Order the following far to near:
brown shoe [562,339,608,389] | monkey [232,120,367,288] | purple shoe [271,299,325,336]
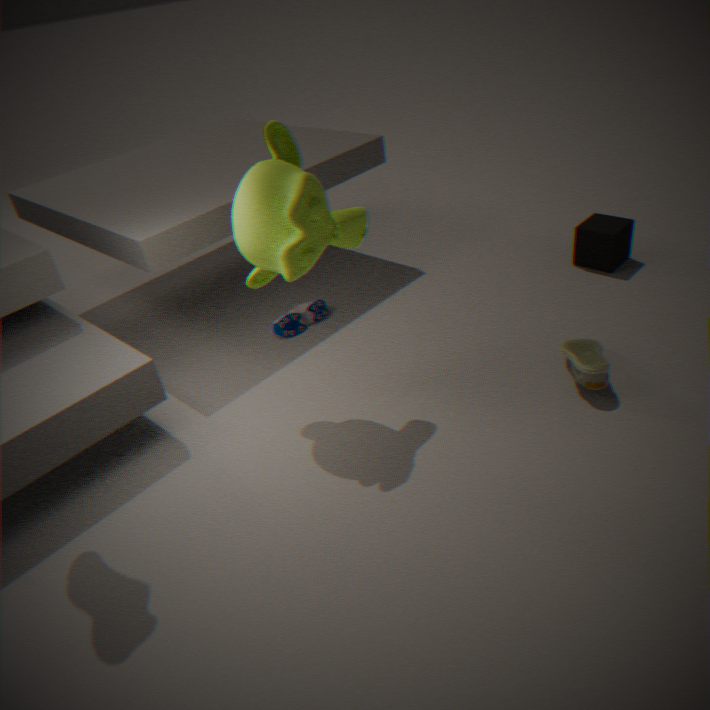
purple shoe [271,299,325,336], brown shoe [562,339,608,389], monkey [232,120,367,288]
